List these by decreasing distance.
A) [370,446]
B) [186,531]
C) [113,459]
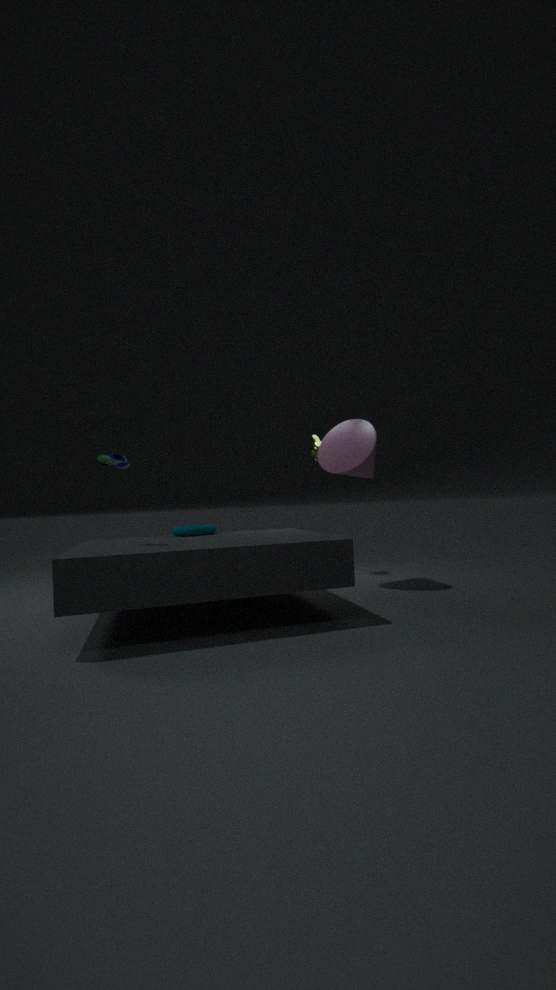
[370,446] < [186,531] < [113,459]
